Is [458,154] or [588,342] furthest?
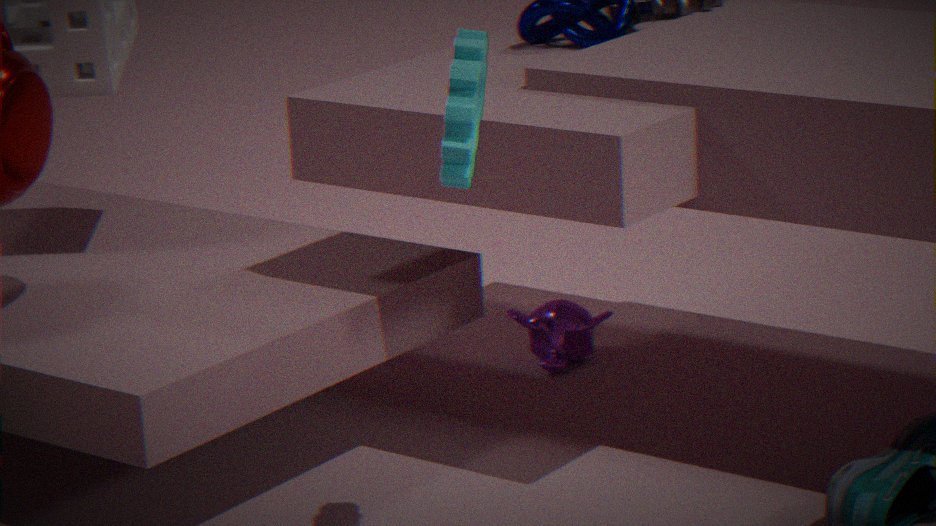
[588,342]
